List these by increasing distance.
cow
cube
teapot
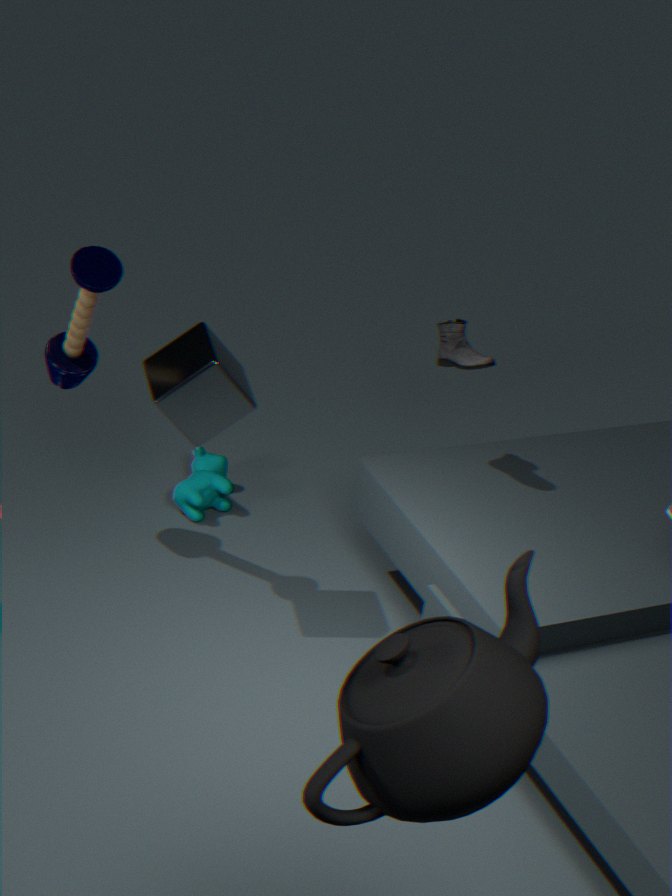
teapot, cube, cow
